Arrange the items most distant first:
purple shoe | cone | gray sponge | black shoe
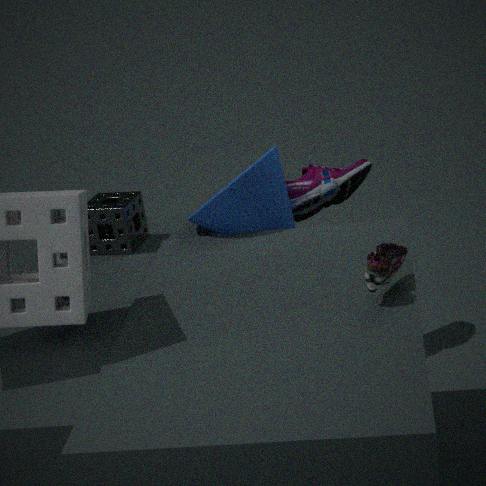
purple shoe, gray sponge, cone, black shoe
